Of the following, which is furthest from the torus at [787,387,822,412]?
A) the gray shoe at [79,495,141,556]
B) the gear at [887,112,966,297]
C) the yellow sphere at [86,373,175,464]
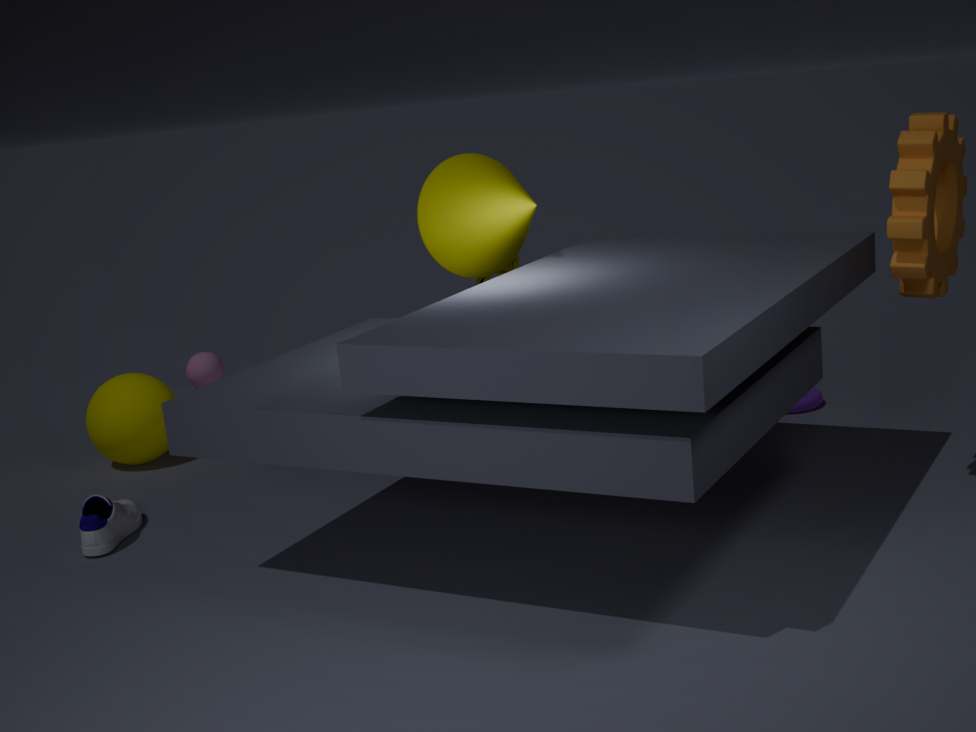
the gray shoe at [79,495,141,556]
